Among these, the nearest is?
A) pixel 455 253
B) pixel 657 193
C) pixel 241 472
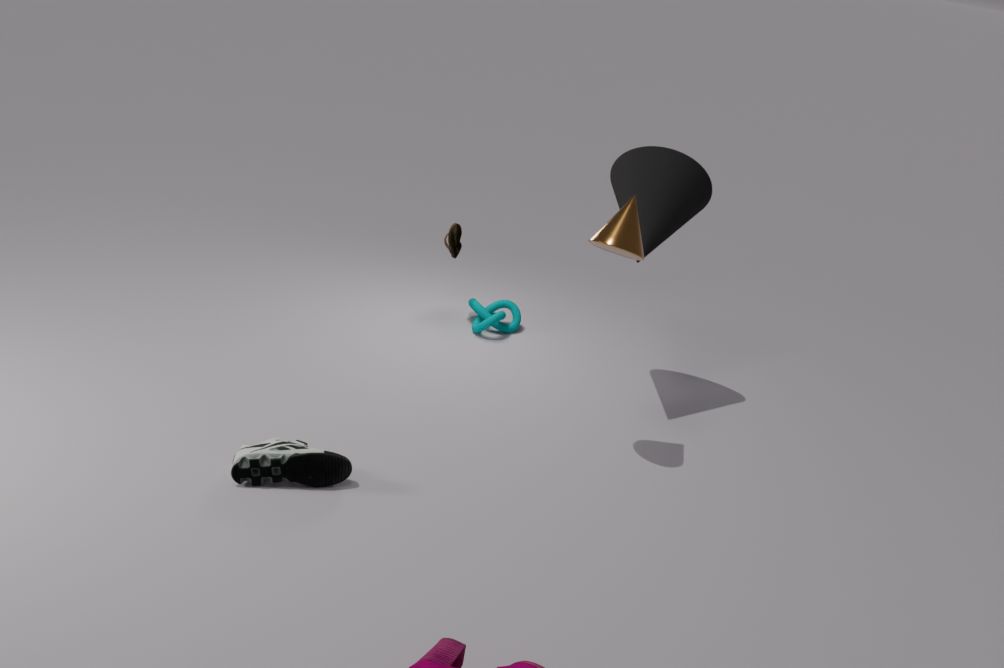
pixel 241 472
